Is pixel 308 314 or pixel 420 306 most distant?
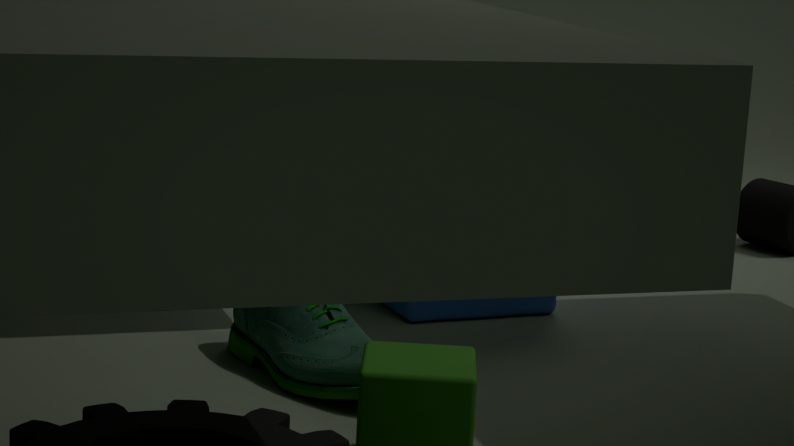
pixel 420 306
